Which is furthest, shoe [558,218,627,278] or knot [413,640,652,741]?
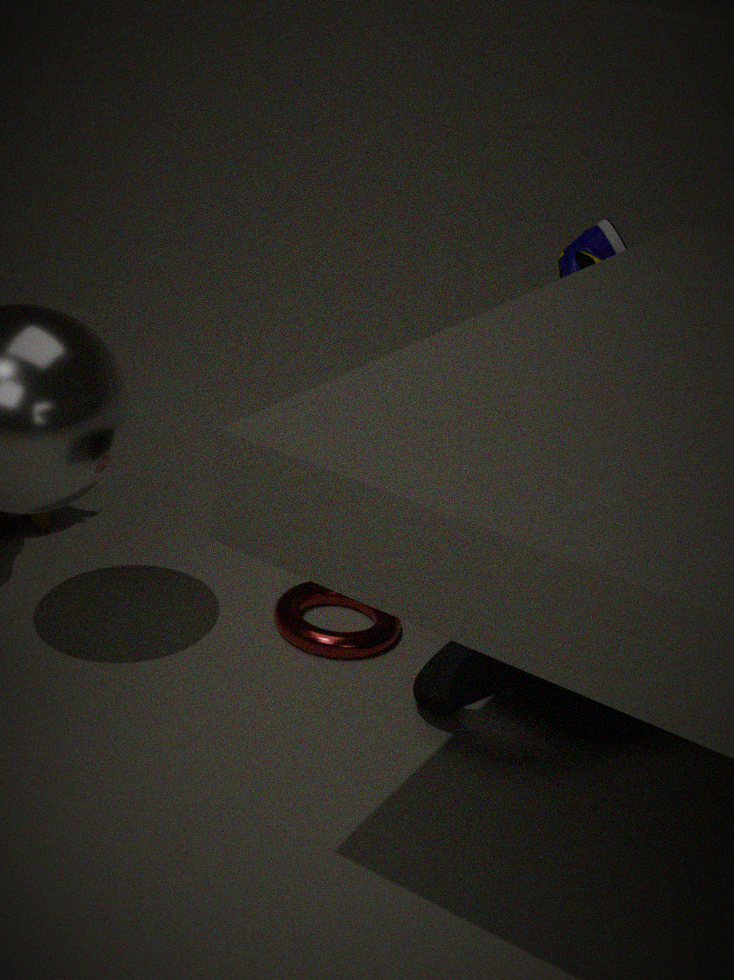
shoe [558,218,627,278]
